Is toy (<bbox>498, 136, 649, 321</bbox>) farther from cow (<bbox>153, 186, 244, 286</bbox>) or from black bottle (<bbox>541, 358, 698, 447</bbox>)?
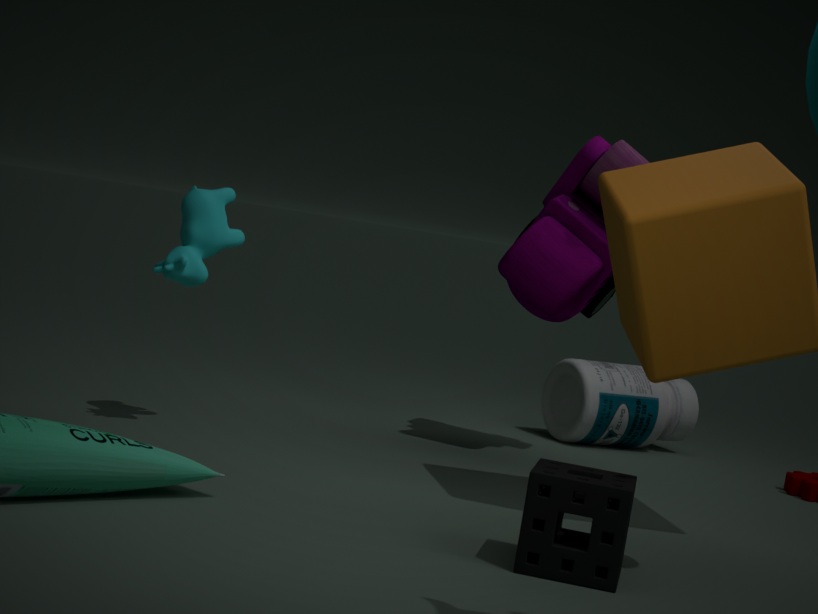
cow (<bbox>153, 186, 244, 286</bbox>)
